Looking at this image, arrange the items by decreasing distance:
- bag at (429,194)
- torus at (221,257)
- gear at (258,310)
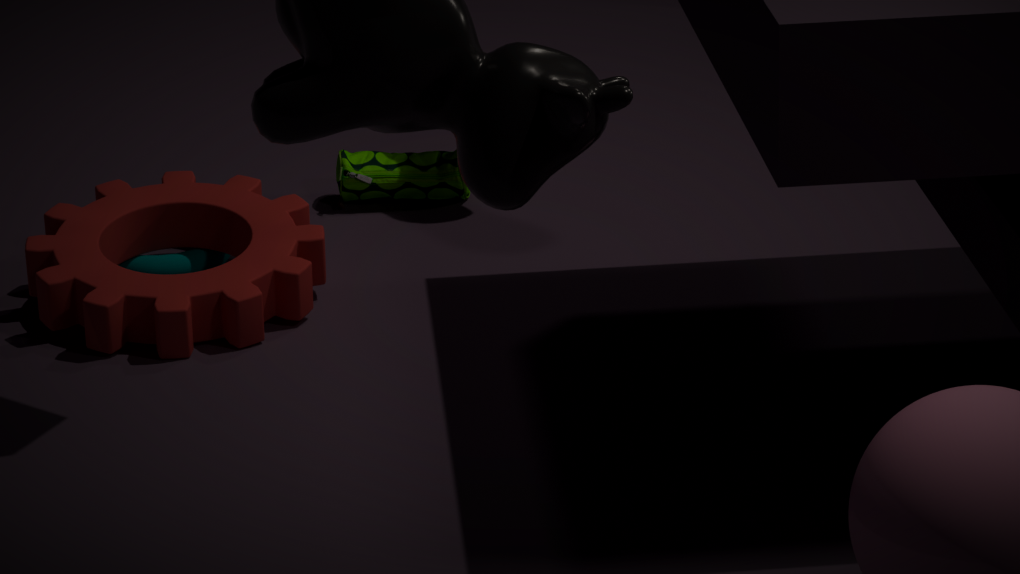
bag at (429,194) → torus at (221,257) → gear at (258,310)
